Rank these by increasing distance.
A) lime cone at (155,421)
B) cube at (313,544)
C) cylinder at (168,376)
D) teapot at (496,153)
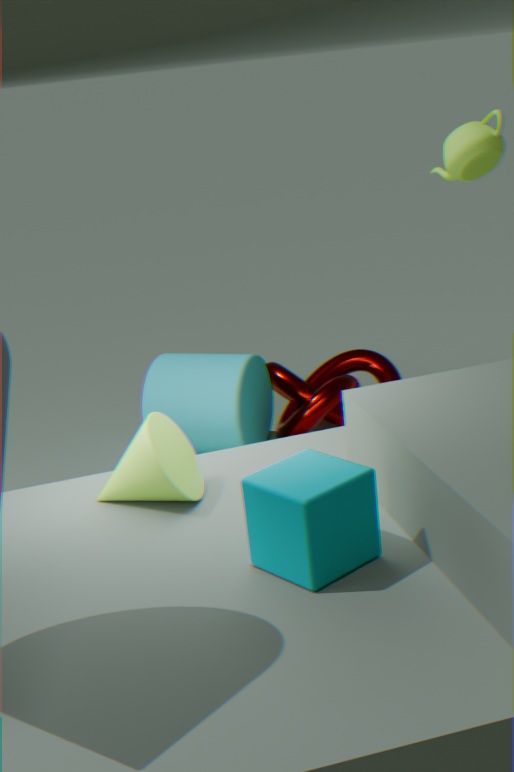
cube at (313,544) < lime cone at (155,421) < teapot at (496,153) < cylinder at (168,376)
